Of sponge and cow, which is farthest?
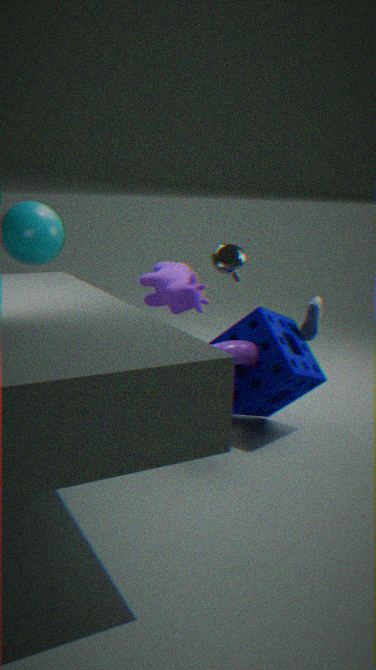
cow
